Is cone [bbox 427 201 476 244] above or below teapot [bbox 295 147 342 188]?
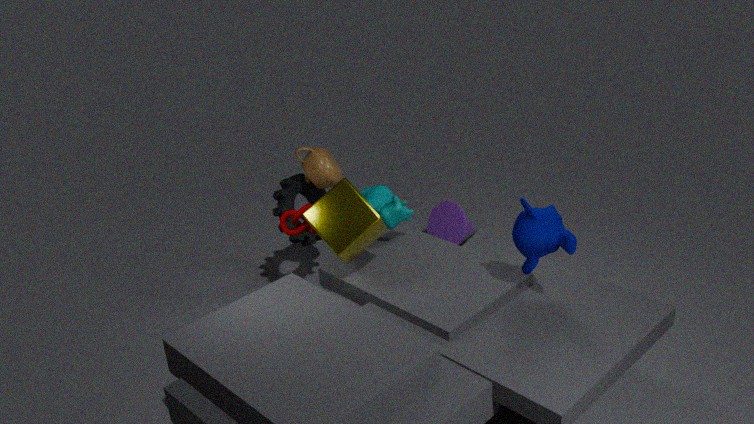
below
